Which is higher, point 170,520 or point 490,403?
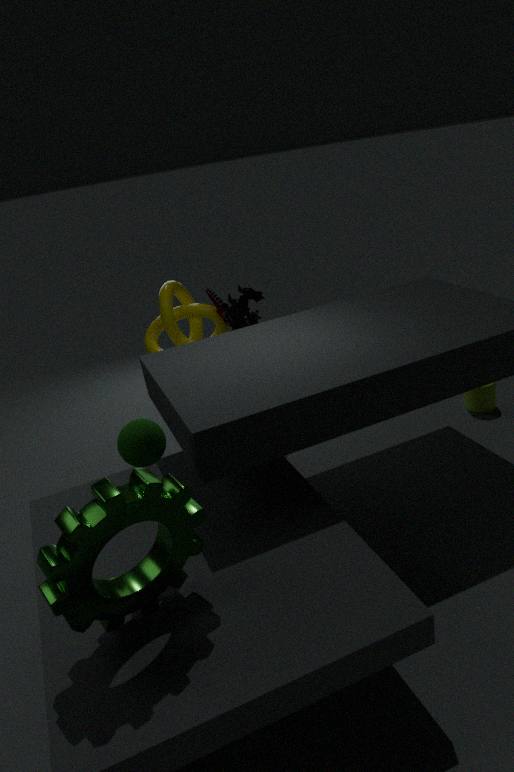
point 170,520
